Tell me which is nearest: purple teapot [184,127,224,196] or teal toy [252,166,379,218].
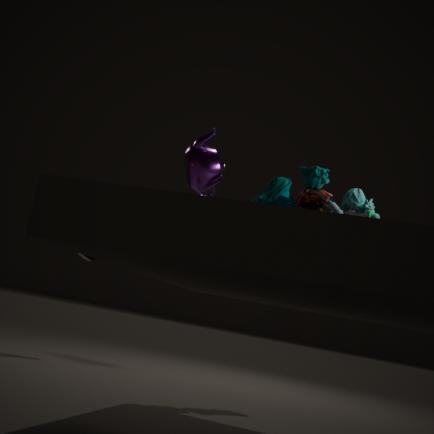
purple teapot [184,127,224,196]
